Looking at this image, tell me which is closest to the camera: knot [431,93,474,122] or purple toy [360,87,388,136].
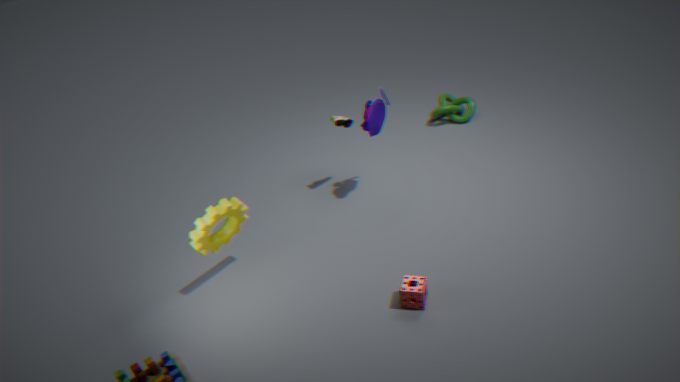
purple toy [360,87,388,136]
